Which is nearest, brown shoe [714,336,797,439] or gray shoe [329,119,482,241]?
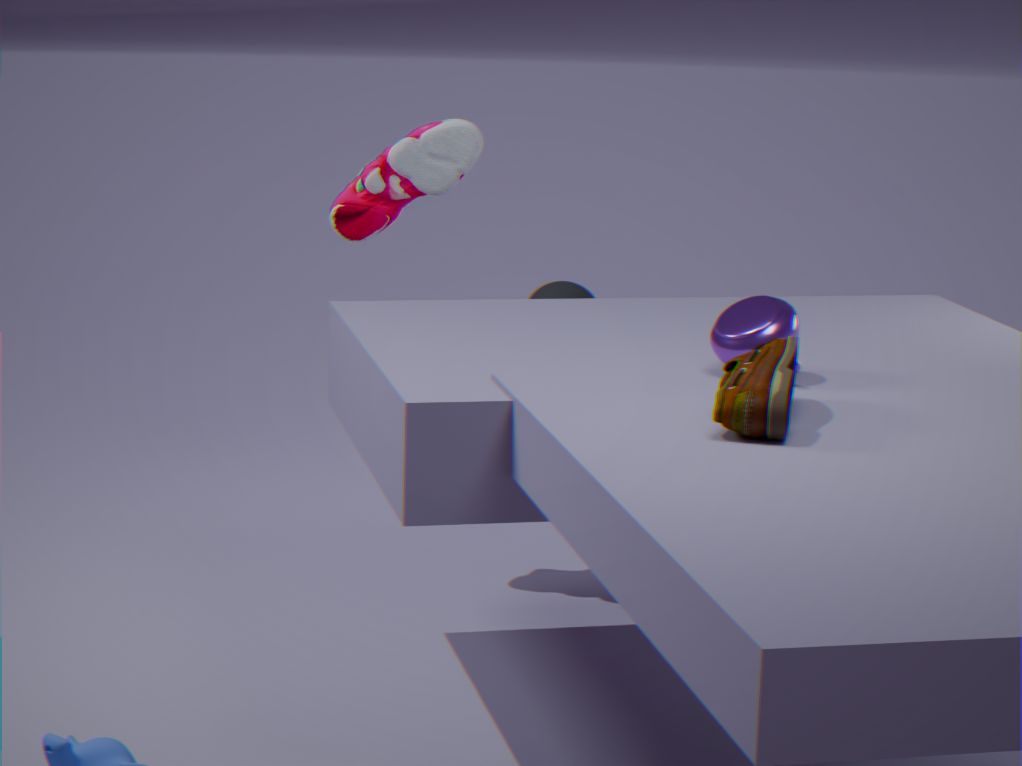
brown shoe [714,336,797,439]
